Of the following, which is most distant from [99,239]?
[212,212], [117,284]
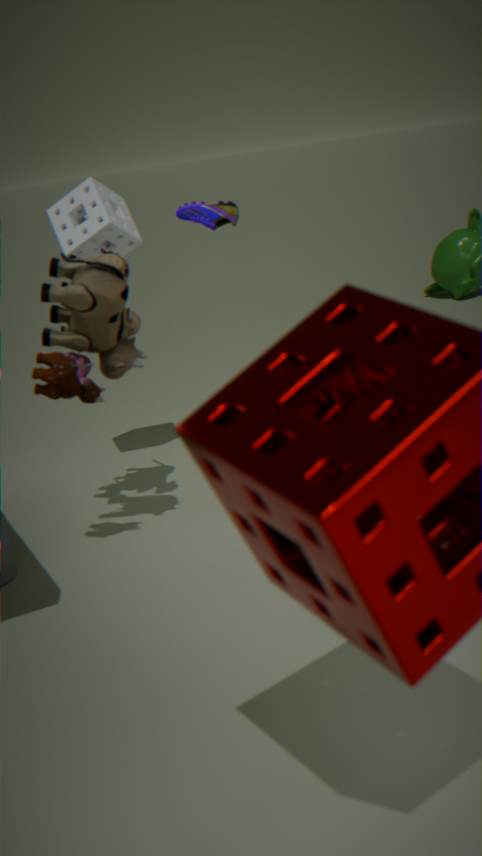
[117,284]
